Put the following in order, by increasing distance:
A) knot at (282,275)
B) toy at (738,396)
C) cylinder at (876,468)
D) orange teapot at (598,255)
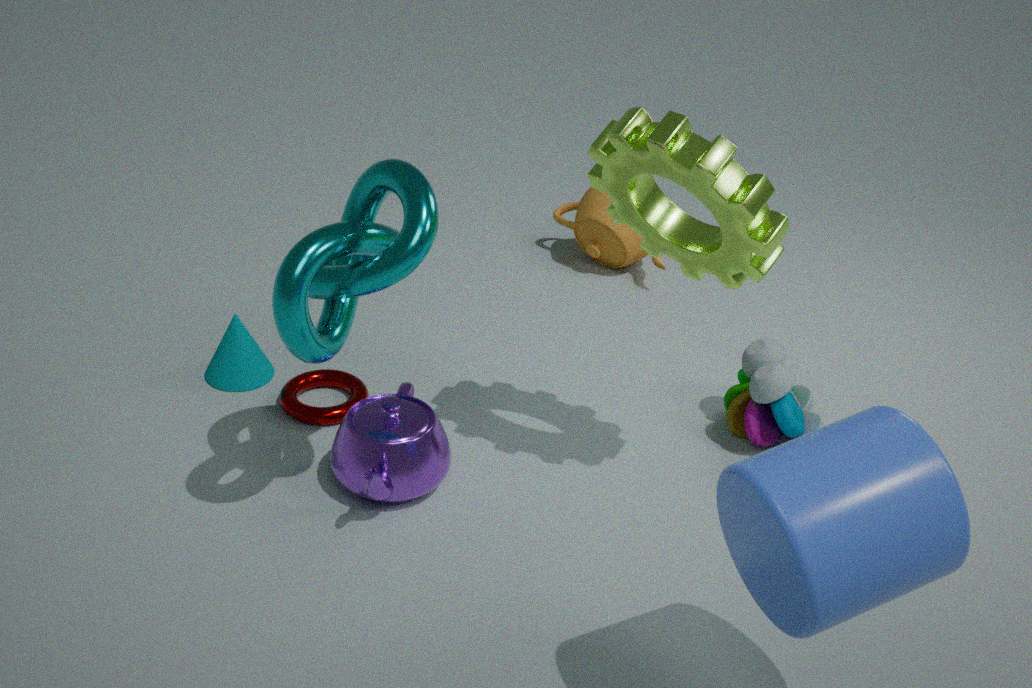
cylinder at (876,468) → knot at (282,275) → toy at (738,396) → orange teapot at (598,255)
